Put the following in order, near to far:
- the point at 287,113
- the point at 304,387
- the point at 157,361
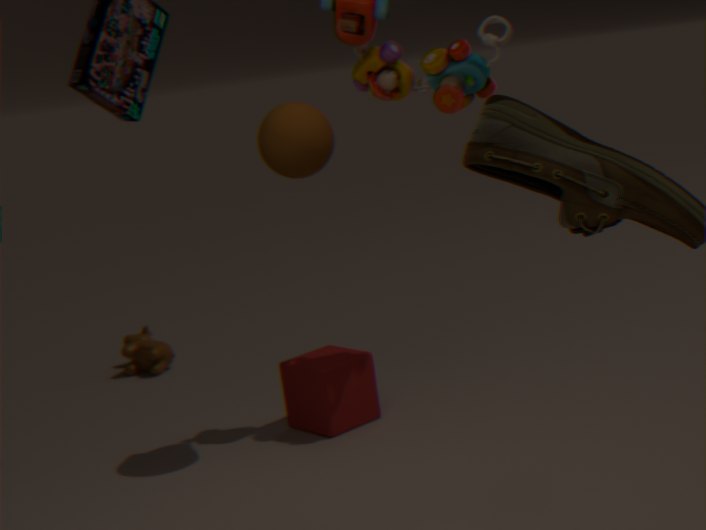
1. the point at 287,113
2. the point at 304,387
3. the point at 157,361
